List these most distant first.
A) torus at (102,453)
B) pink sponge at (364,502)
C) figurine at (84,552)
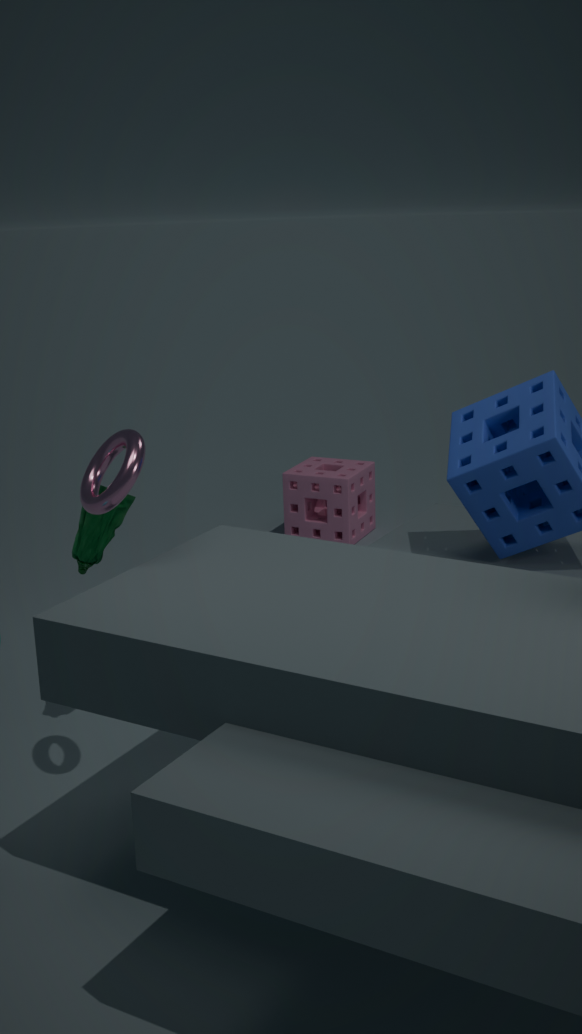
pink sponge at (364,502)
figurine at (84,552)
torus at (102,453)
